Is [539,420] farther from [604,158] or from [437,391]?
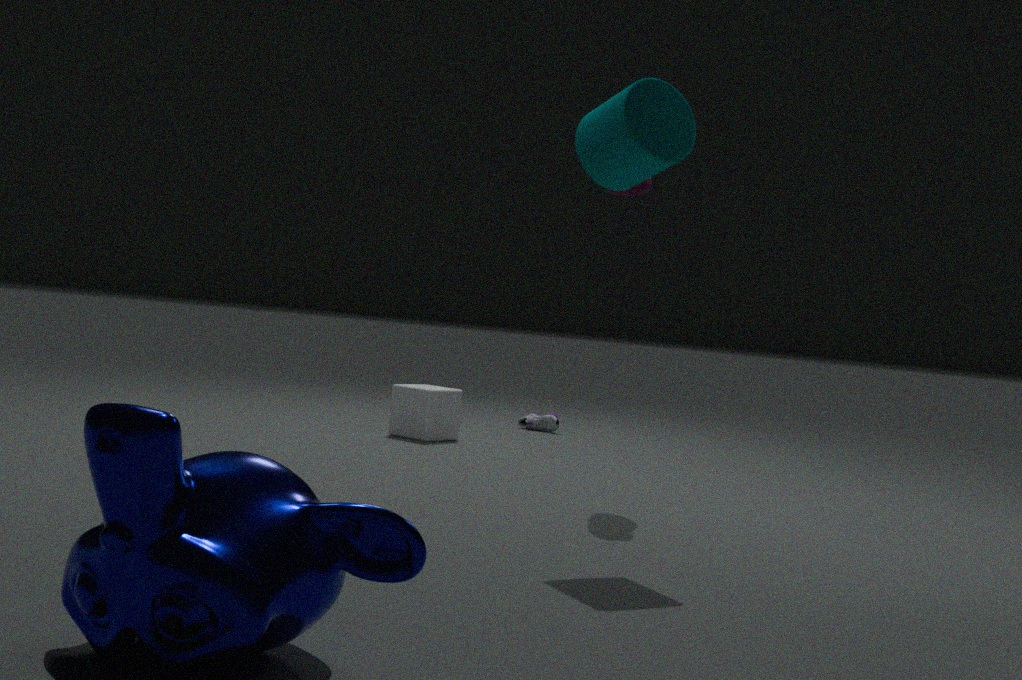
[604,158]
